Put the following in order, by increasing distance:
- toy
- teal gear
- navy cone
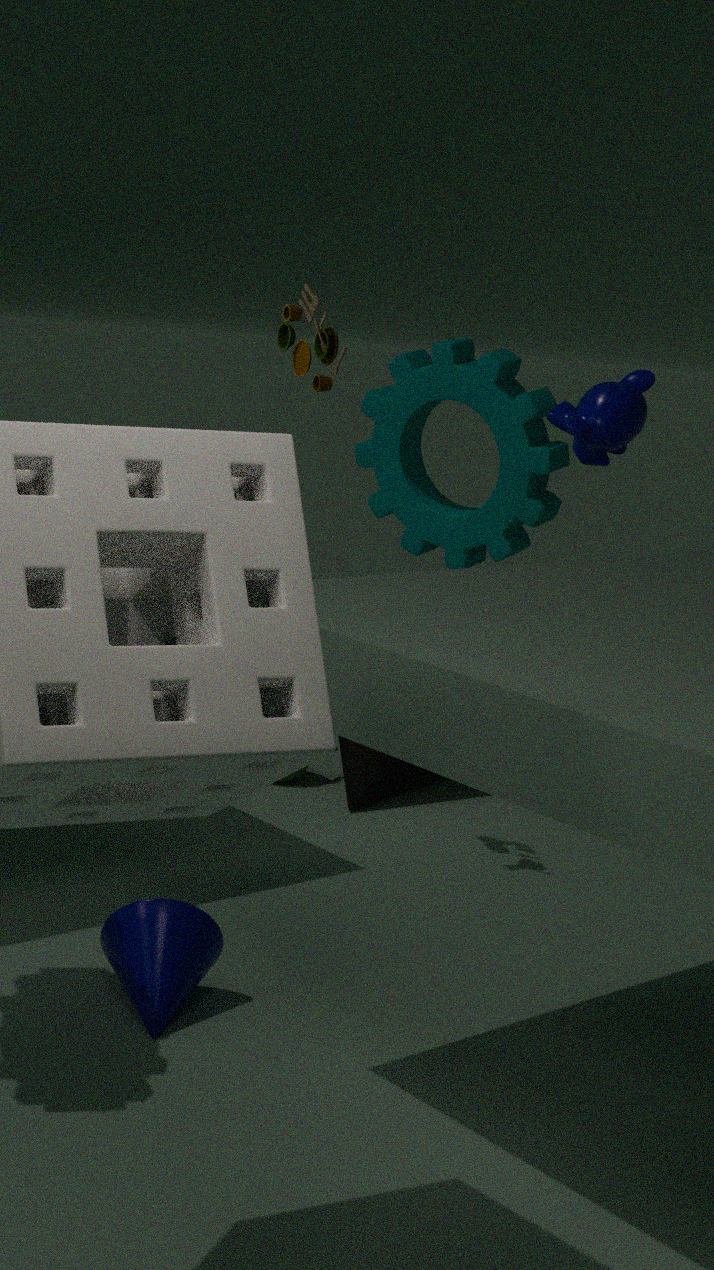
navy cone → toy → teal gear
